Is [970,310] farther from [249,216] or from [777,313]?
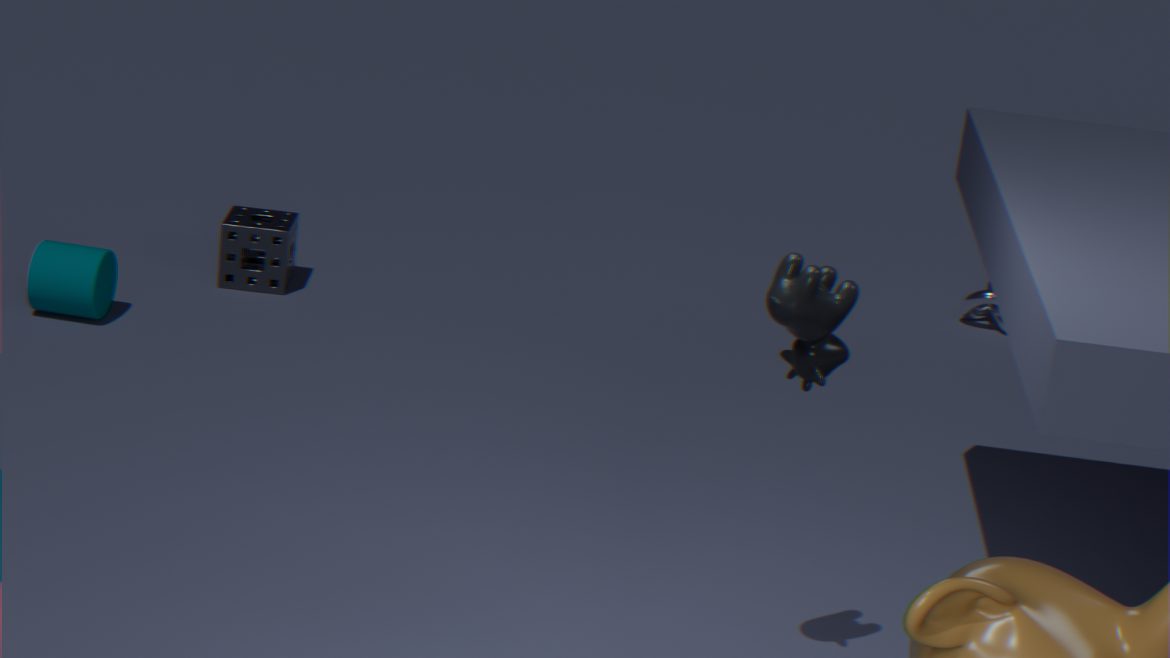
[777,313]
